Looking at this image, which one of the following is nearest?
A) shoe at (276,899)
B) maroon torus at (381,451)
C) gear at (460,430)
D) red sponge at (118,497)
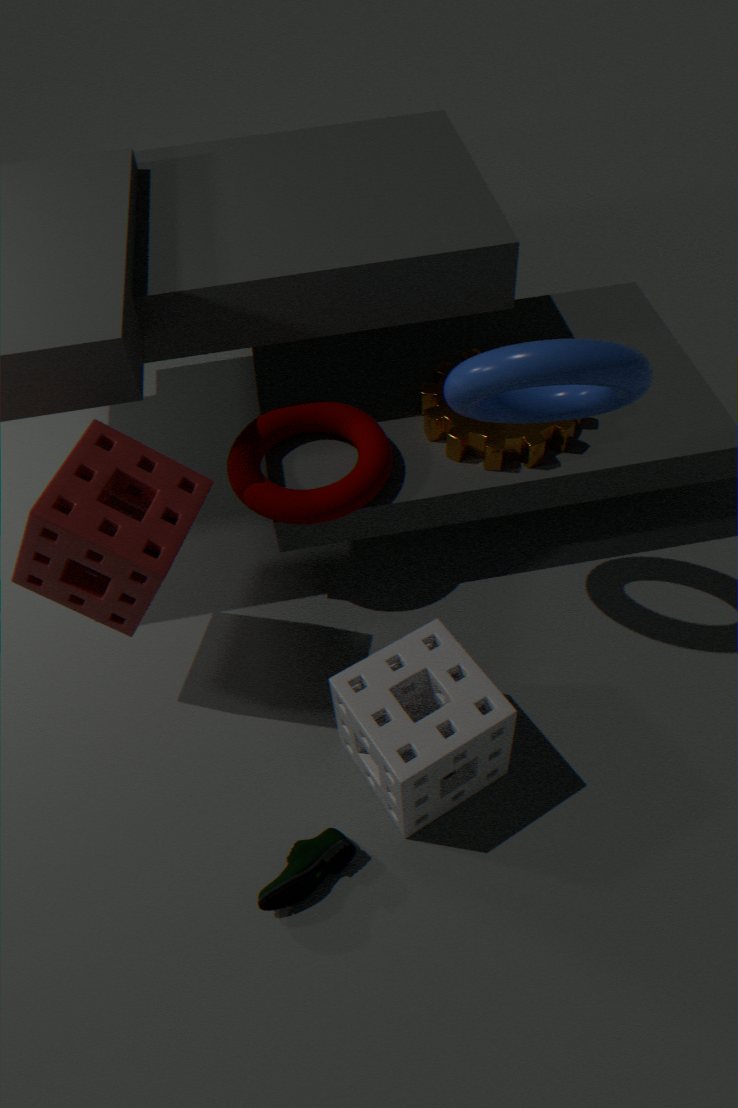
red sponge at (118,497)
